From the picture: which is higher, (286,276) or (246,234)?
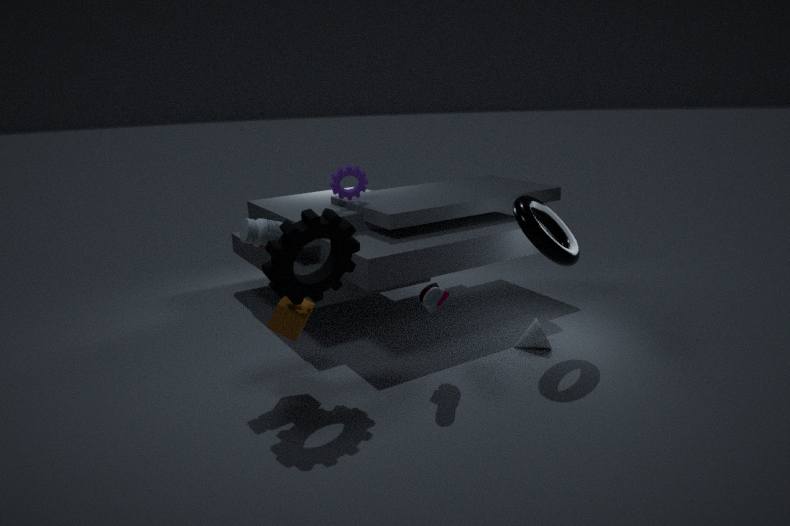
(246,234)
